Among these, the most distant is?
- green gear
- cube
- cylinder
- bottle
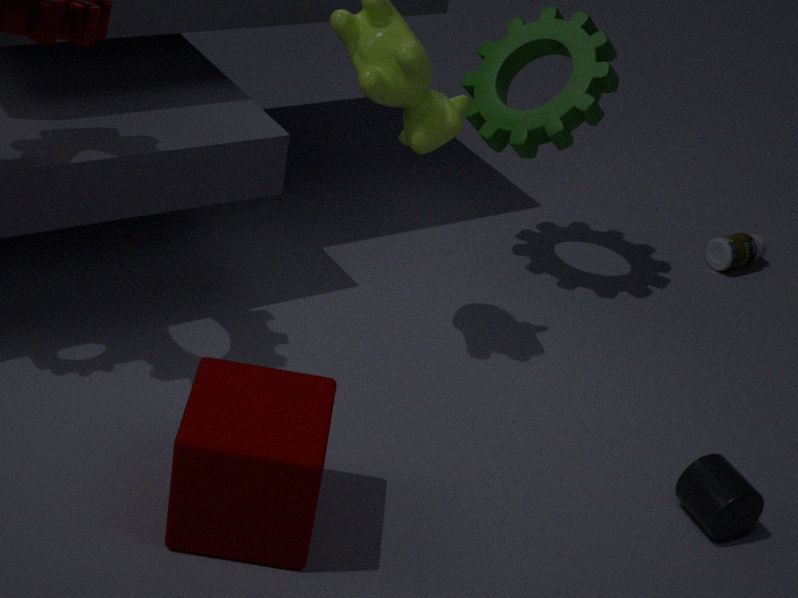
bottle
